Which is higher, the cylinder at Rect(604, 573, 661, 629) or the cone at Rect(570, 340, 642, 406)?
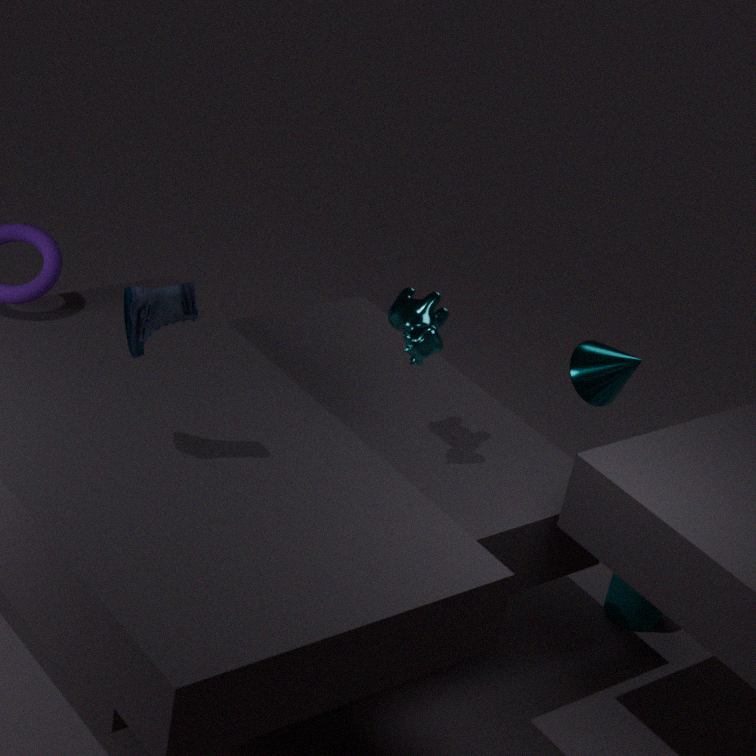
the cone at Rect(570, 340, 642, 406)
